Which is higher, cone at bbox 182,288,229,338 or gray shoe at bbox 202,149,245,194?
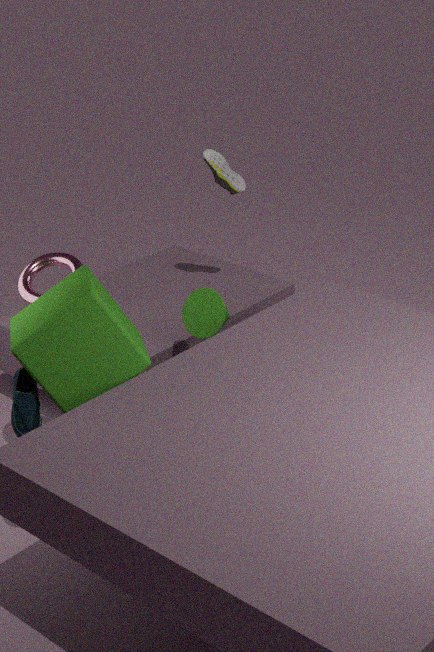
gray shoe at bbox 202,149,245,194
